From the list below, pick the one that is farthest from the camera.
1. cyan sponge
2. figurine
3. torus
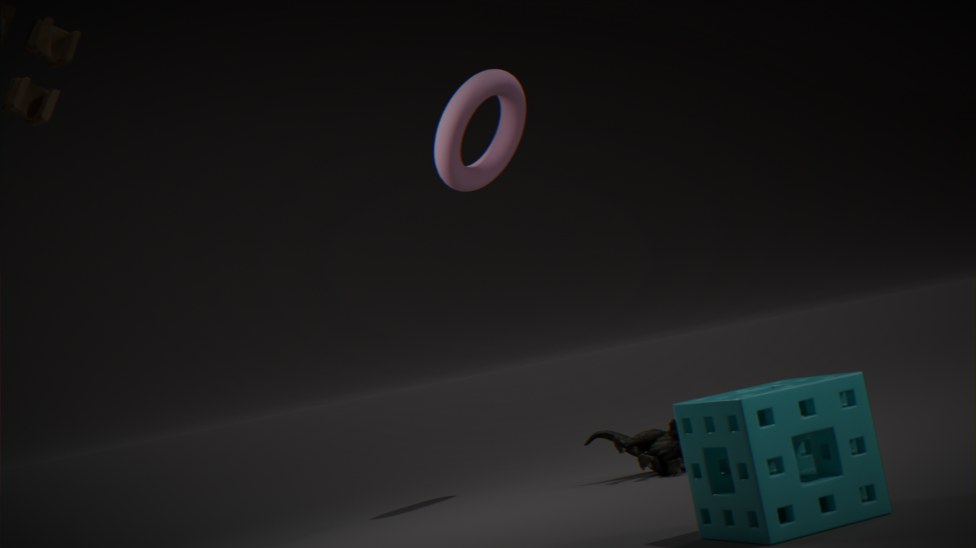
torus
